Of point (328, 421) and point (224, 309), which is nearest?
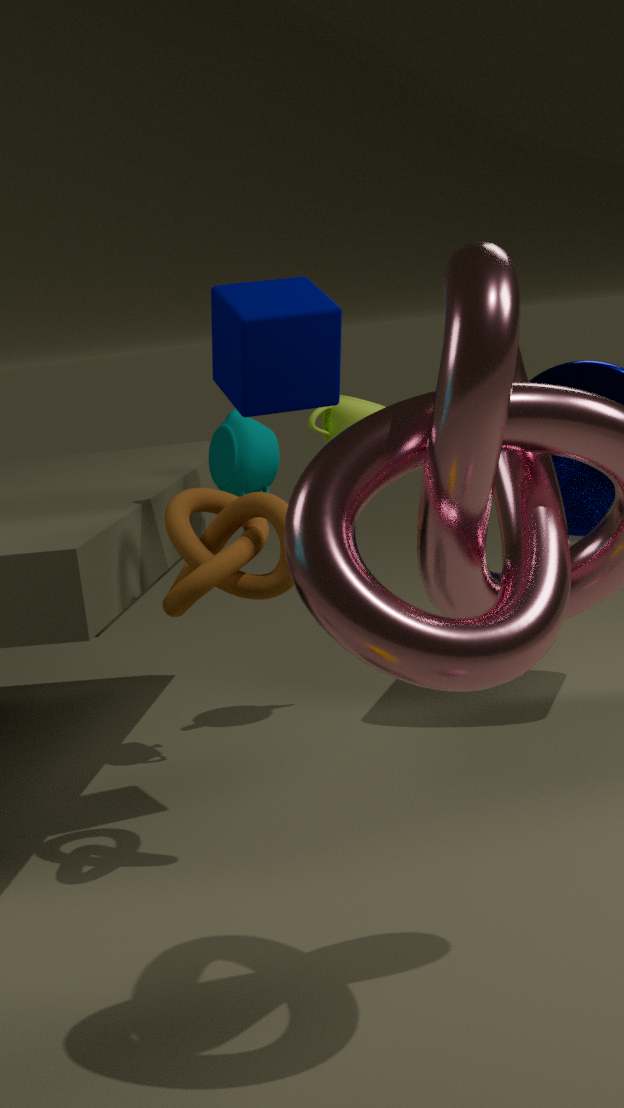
point (224, 309)
